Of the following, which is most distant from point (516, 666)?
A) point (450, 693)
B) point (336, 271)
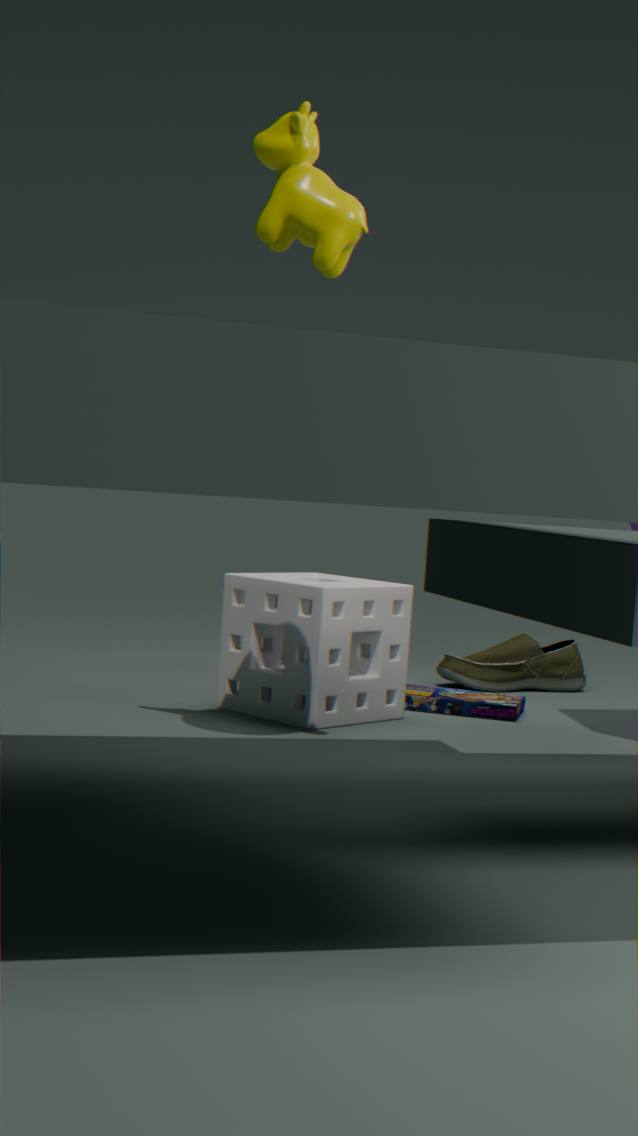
point (336, 271)
